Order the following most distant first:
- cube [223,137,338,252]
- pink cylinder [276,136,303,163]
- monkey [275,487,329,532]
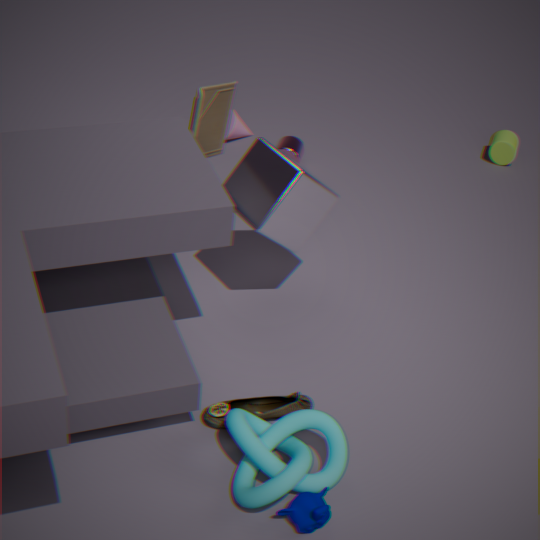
pink cylinder [276,136,303,163]
cube [223,137,338,252]
monkey [275,487,329,532]
